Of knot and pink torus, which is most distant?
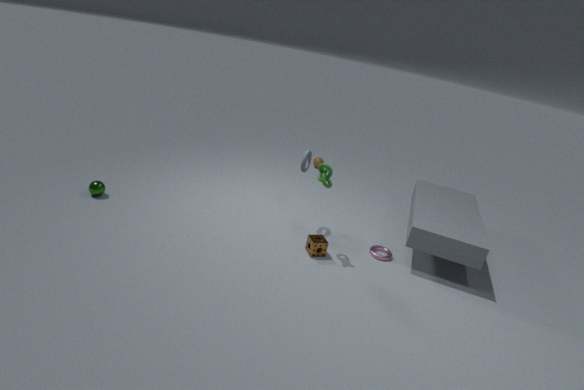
pink torus
